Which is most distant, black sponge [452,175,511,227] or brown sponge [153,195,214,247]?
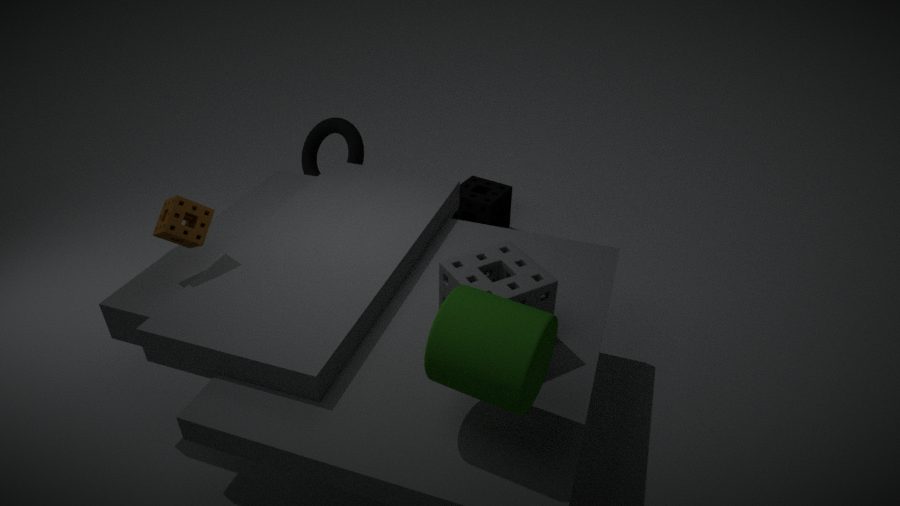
black sponge [452,175,511,227]
